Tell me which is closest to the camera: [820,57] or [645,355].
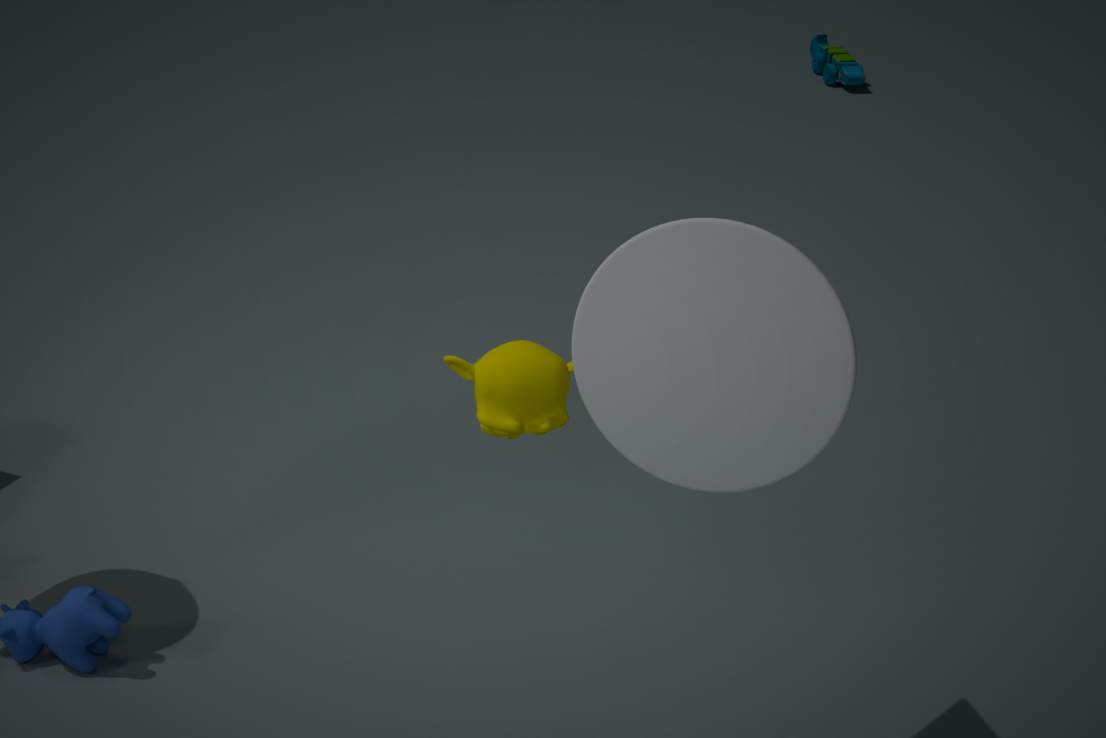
[645,355]
